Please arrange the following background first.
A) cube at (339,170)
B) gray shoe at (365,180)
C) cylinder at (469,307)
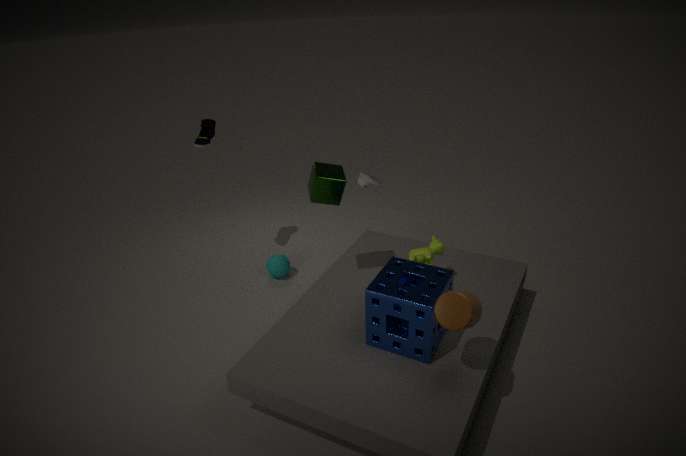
1. gray shoe at (365,180)
2. cube at (339,170)
3. cylinder at (469,307)
